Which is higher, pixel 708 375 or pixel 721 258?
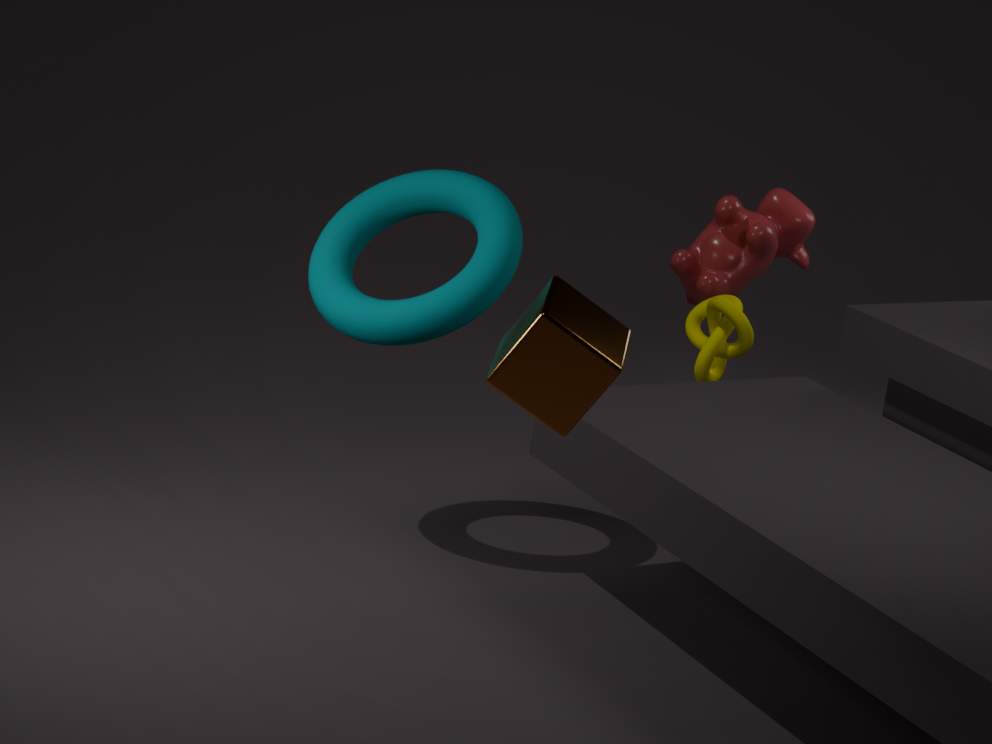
pixel 721 258
